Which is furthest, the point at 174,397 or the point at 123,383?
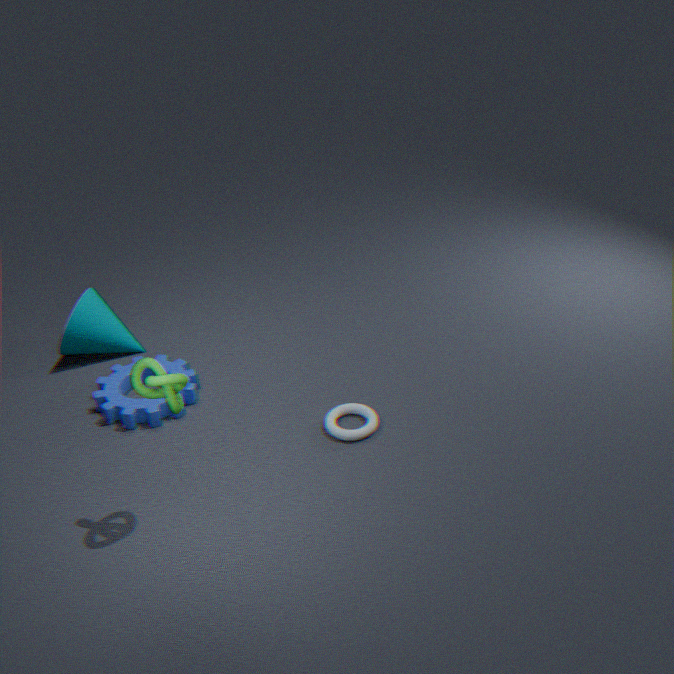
the point at 123,383
